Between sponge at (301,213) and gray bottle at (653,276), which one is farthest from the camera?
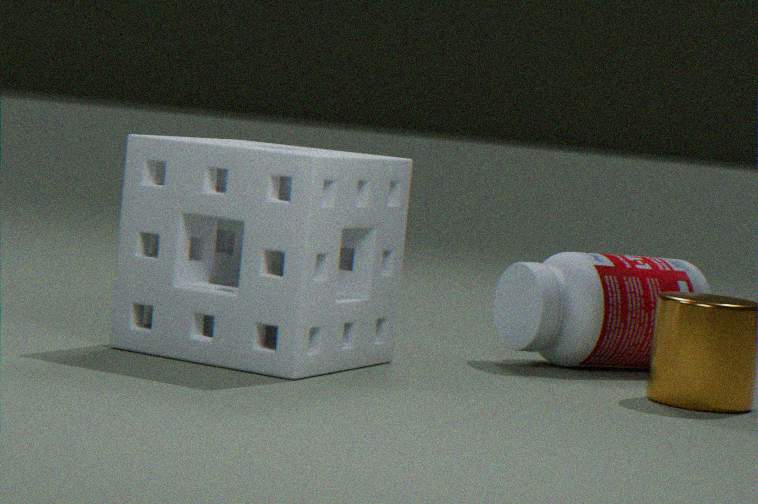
gray bottle at (653,276)
